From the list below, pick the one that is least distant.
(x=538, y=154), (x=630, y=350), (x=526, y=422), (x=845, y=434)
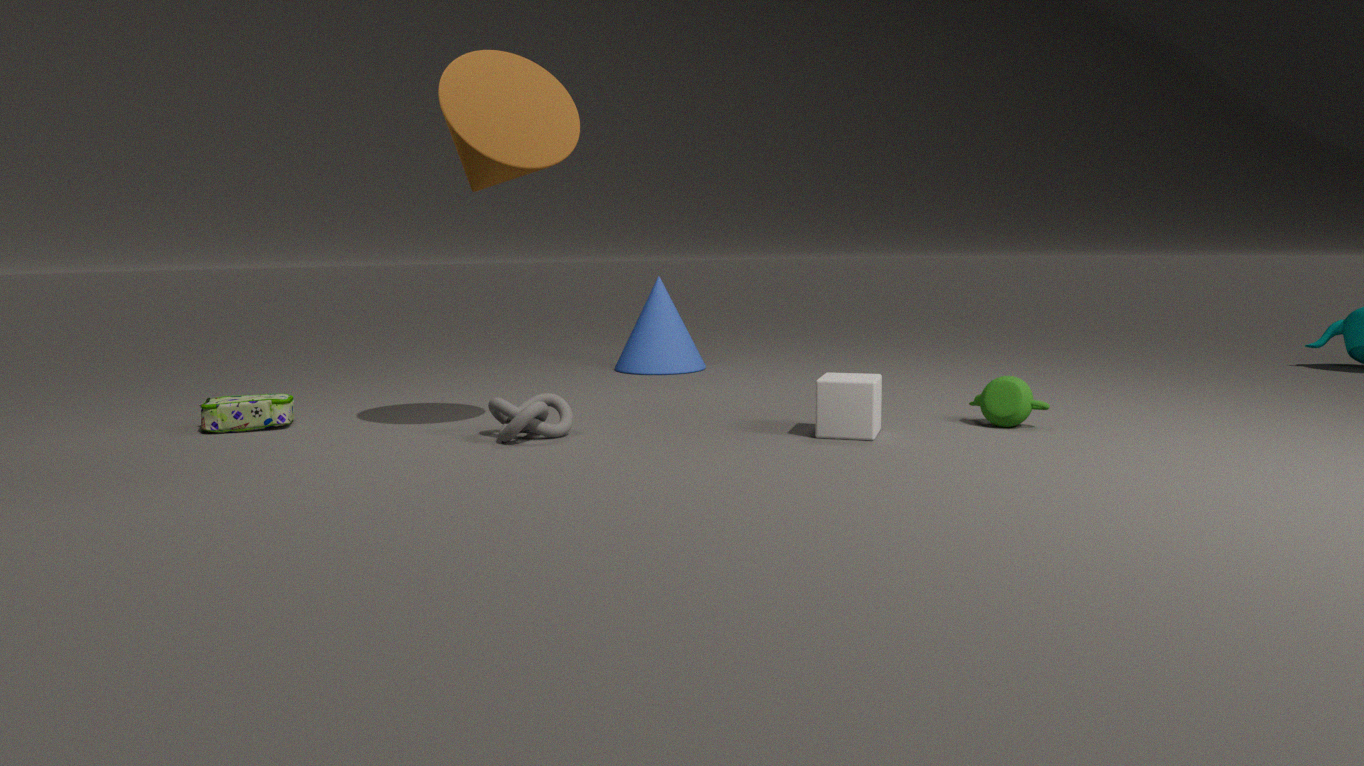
(x=538, y=154)
